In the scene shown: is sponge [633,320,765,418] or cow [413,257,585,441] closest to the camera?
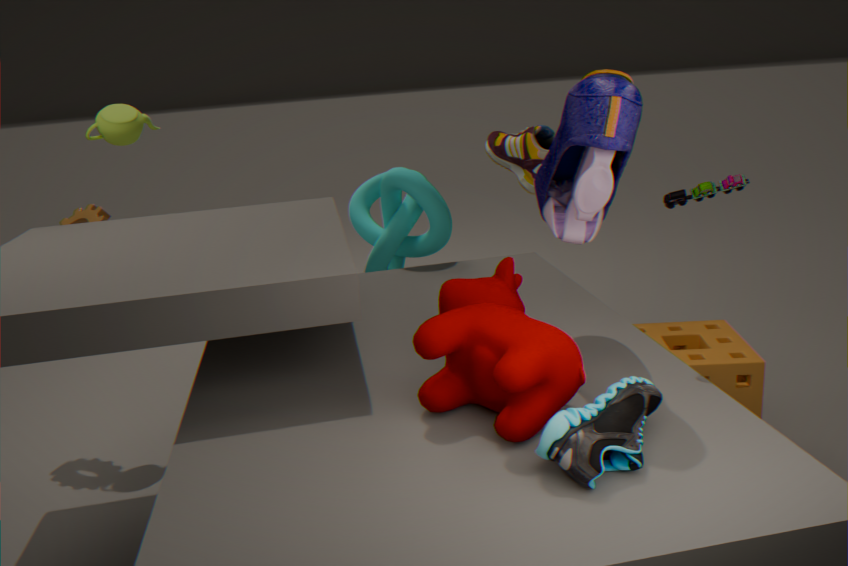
cow [413,257,585,441]
